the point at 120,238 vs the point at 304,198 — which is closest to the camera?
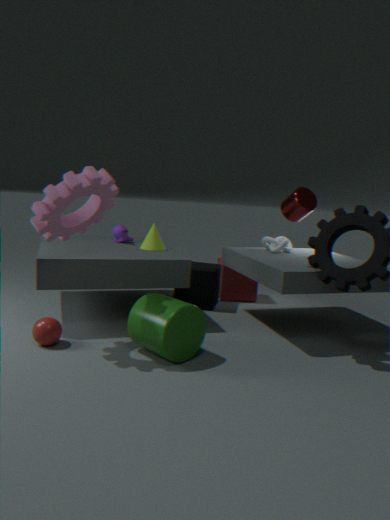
the point at 304,198
